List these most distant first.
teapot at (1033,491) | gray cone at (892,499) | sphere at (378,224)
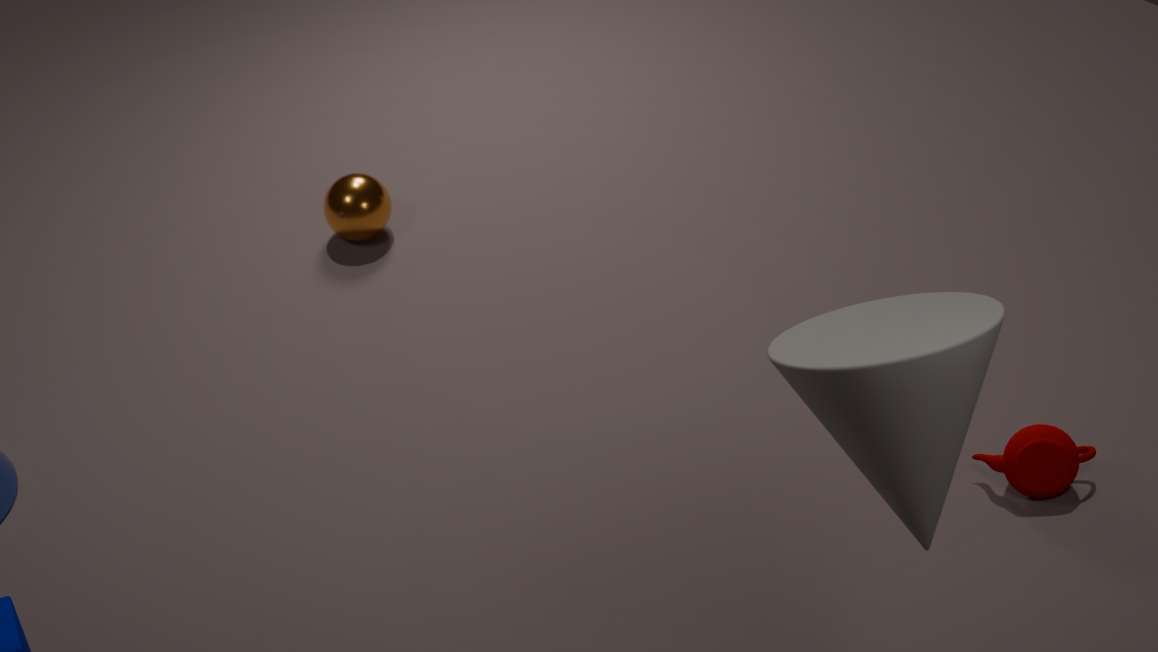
1. sphere at (378,224)
2. teapot at (1033,491)
3. gray cone at (892,499)
